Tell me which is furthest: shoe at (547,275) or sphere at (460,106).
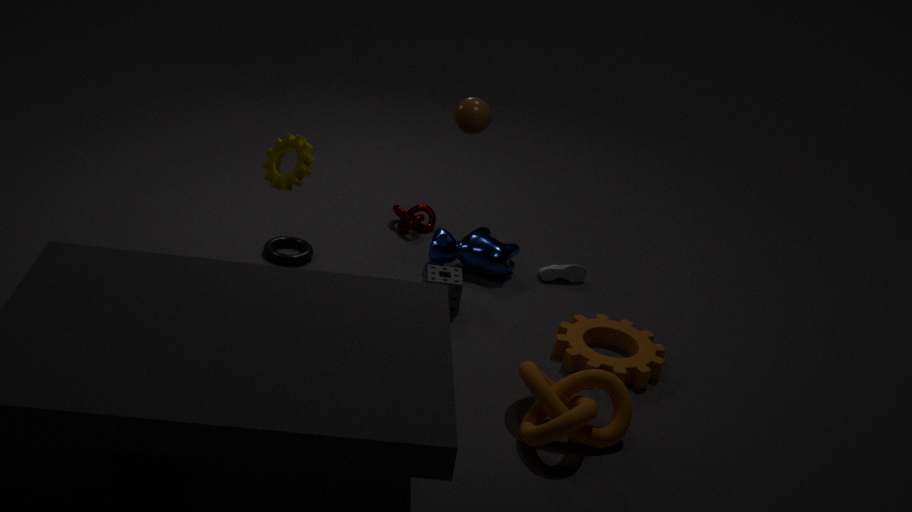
shoe at (547,275)
